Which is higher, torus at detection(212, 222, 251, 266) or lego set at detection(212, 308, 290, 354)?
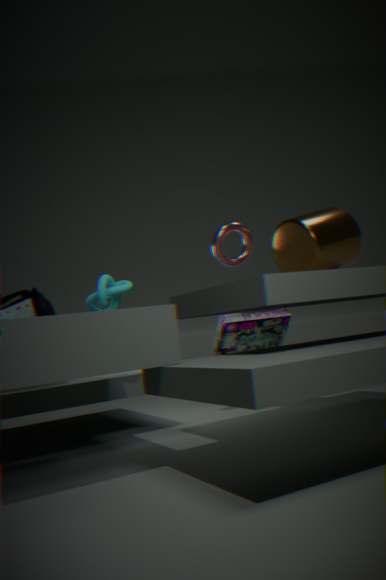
torus at detection(212, 222, 251, 266)
